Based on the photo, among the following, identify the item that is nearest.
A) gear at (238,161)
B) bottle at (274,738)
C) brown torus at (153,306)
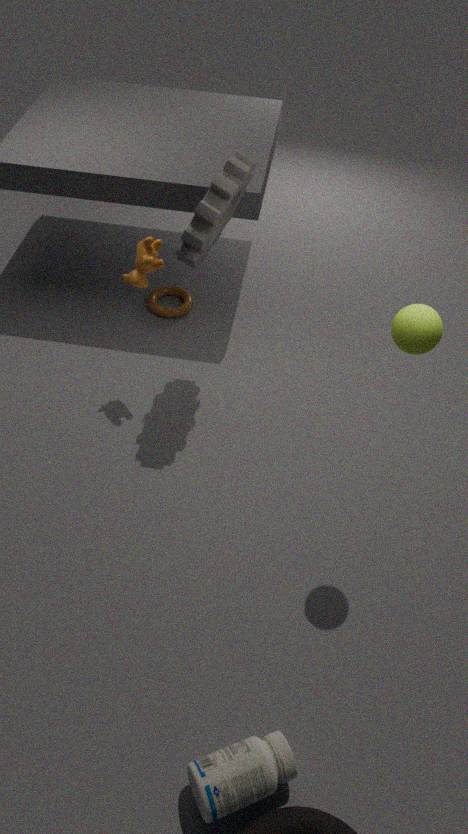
bottle at (274,738)
